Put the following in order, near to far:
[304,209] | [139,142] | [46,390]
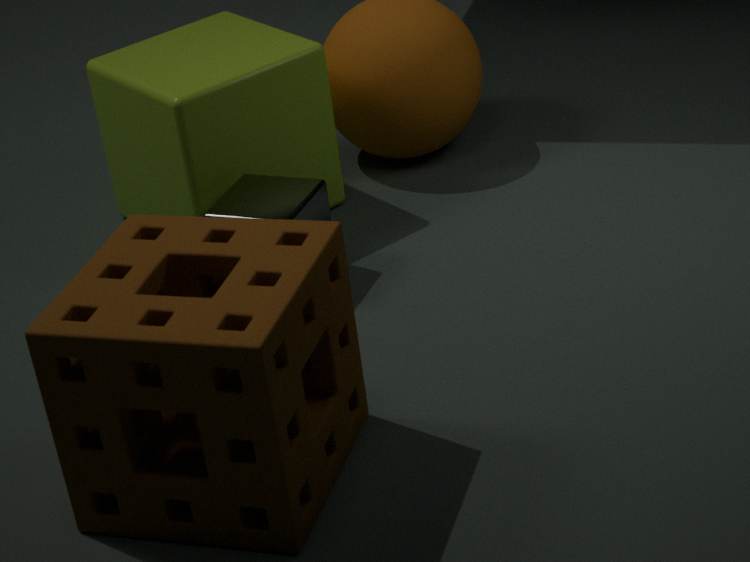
[46,390] → [304,209] → [139,142]
